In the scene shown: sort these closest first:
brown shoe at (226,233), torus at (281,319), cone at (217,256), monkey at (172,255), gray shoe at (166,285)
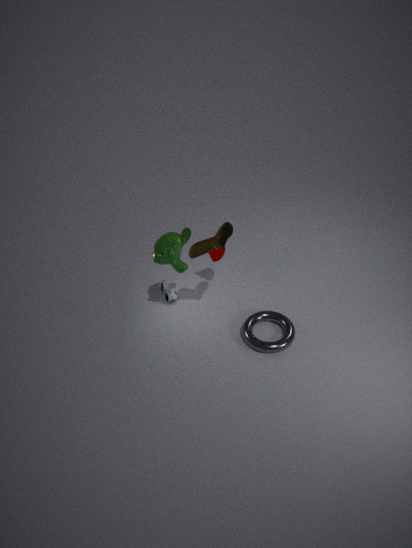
brown shoe at (226,233), monkey at (172,255), torus at (281,319), cone at (217,256), gray shoe at (166,285)
